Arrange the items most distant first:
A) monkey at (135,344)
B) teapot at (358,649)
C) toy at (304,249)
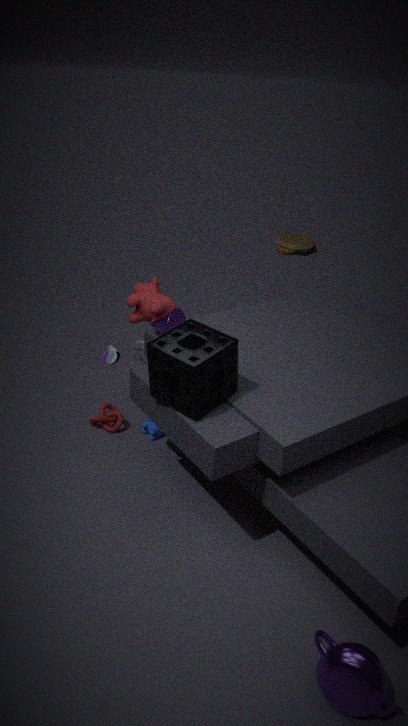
toy at (304,249) → monkey at (135,344) → teapot at (358,649)
